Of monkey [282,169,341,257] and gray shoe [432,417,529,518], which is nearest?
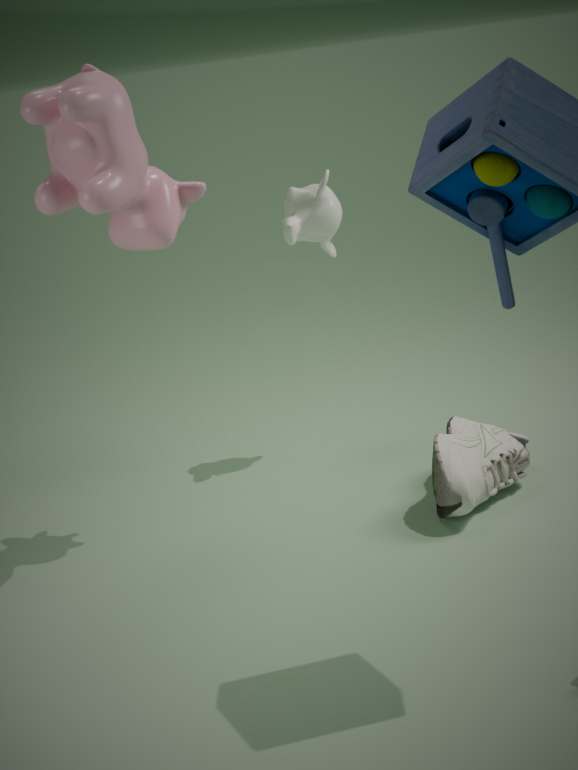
gray shoe [432,417,529,518]
